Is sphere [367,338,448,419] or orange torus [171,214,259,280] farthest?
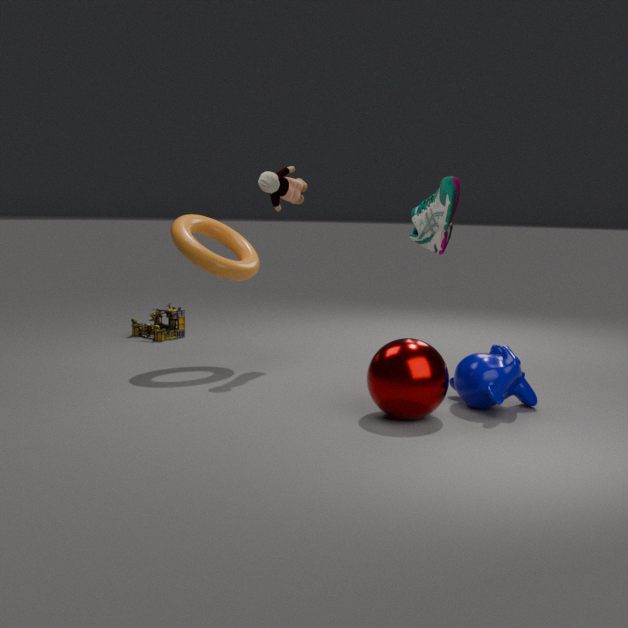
orange torus [171,214,259,280]
